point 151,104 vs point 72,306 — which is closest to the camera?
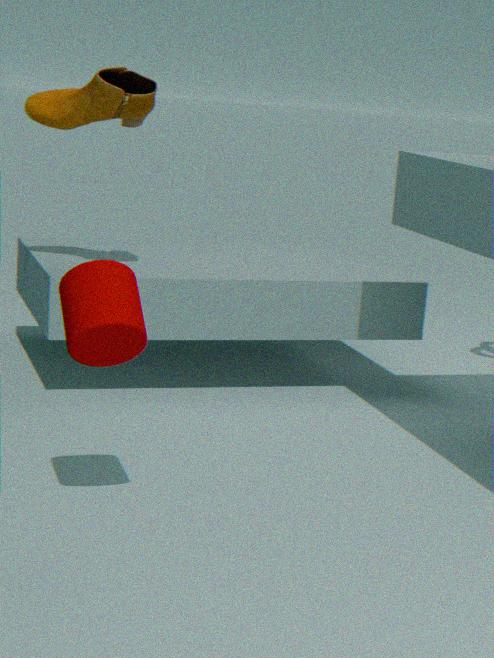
point 72,306
